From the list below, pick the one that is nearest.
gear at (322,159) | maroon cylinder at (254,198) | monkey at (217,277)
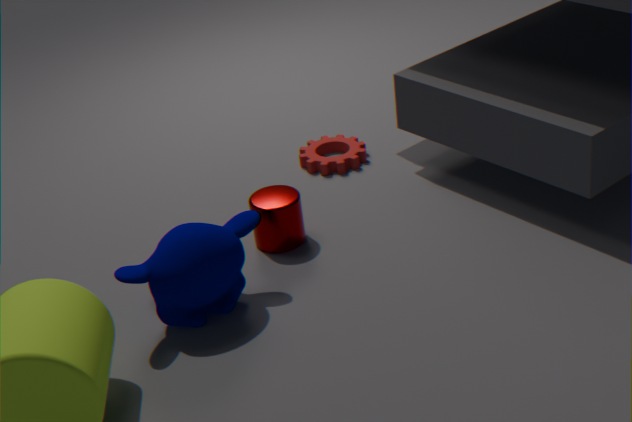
monkey at (217,277)
